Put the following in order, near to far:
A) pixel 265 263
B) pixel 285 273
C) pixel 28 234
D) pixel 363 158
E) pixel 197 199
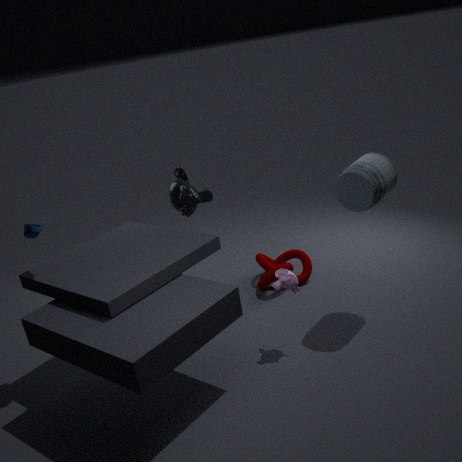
pixel 285 273
pixel 28 234
pixel 363 158
pixel 197 199
pixel 265 263
